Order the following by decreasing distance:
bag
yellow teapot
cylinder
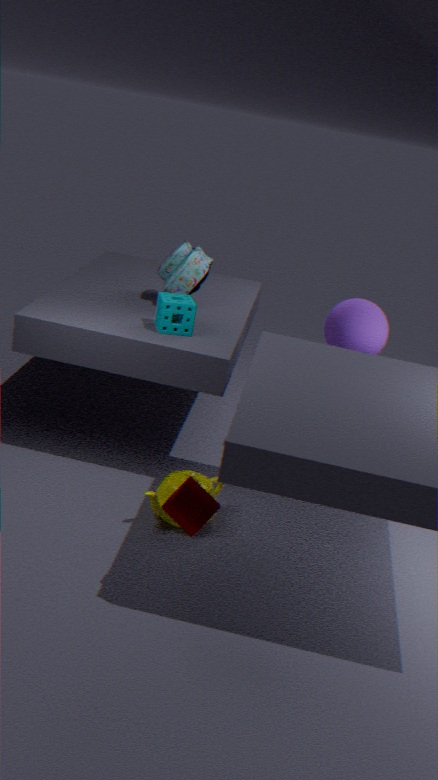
bag
yellow teapot
cylinder
